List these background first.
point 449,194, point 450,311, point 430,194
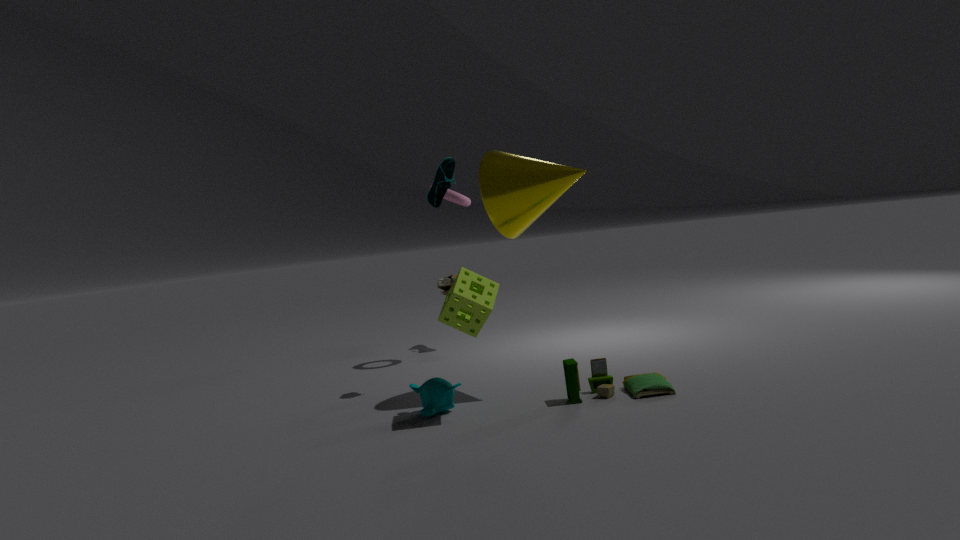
1. point 449,194
2. point 430,194
3. point 450,311
